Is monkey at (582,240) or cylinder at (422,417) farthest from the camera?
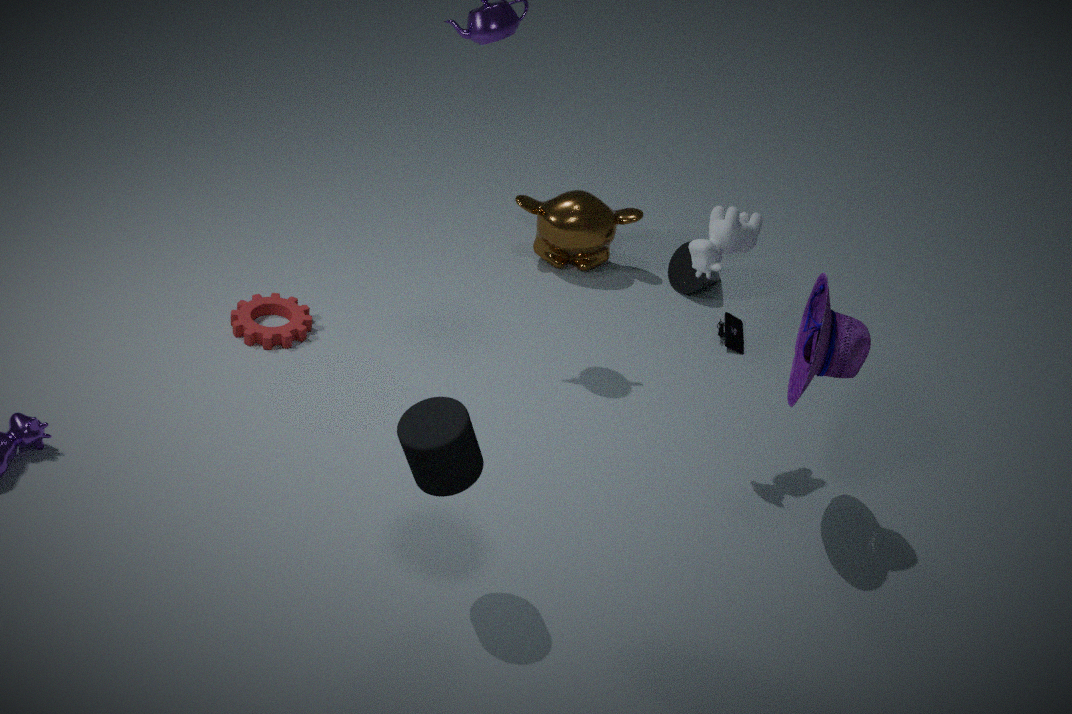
monkey at (582,240)
